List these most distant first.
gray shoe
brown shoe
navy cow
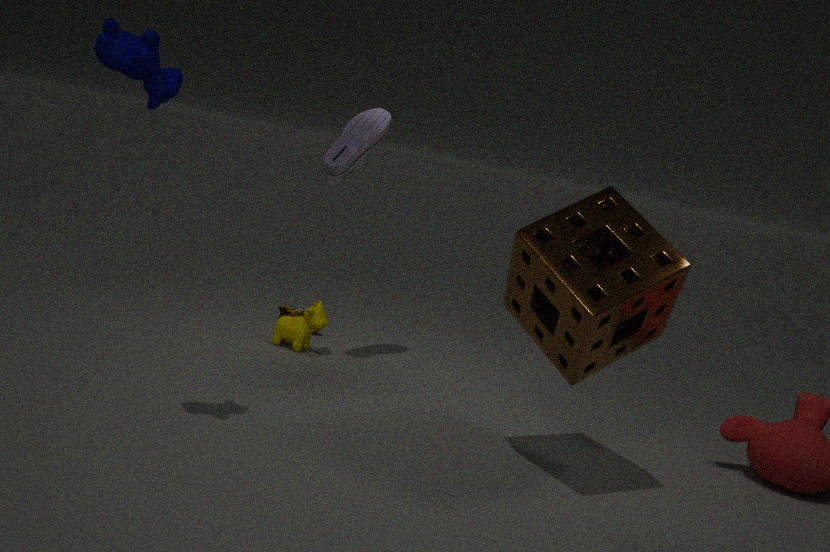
brown shoe
gray shoe
navy cow
